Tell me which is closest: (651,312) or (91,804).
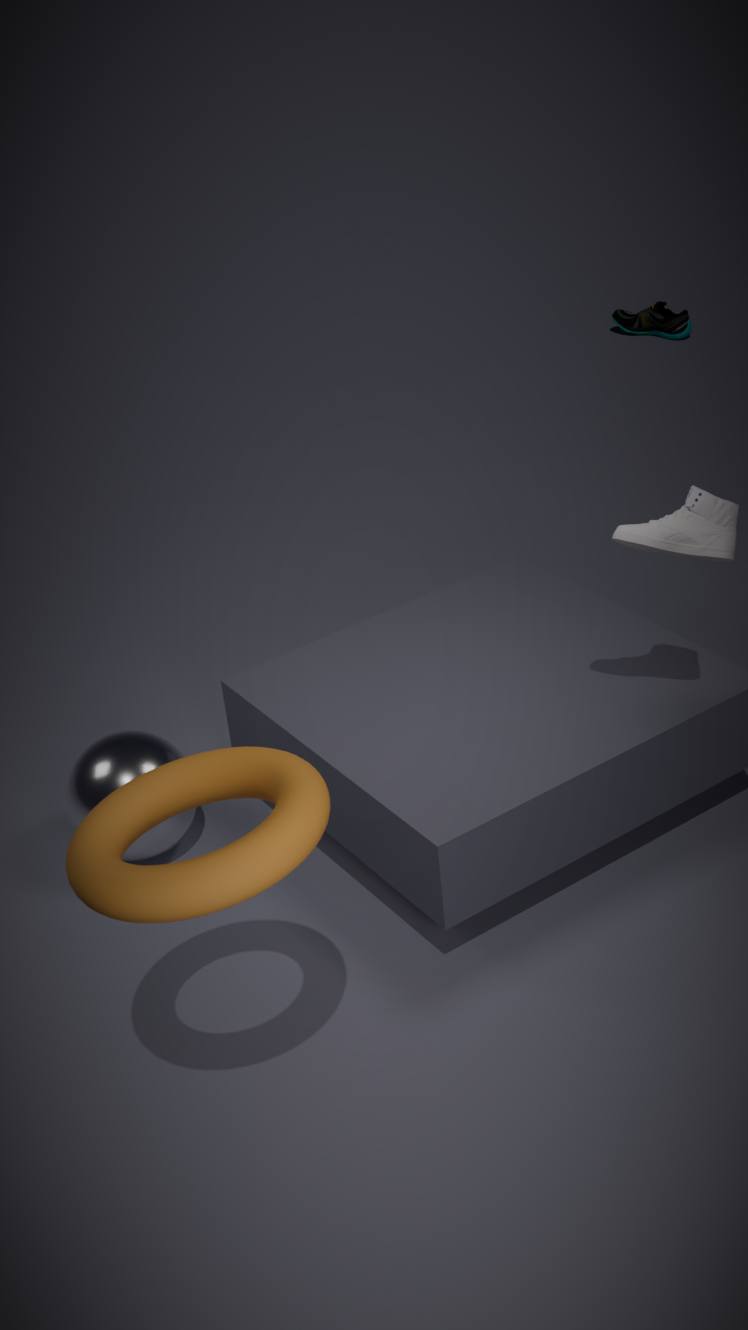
(91,804)
